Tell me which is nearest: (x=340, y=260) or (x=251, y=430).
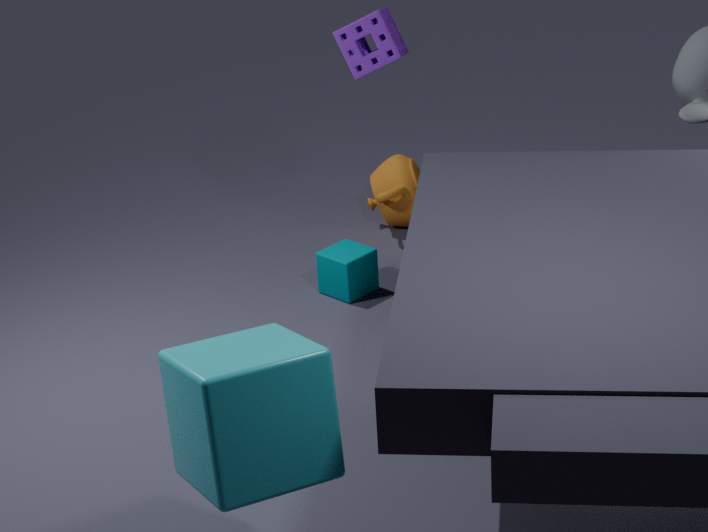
(x=251, y=430)
